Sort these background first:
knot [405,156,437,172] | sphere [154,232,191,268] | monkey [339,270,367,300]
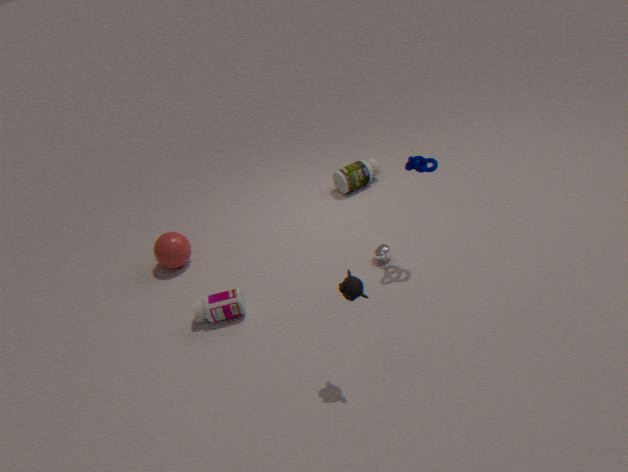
1. sphere [154,232,191,268]
2. knot [405,156,437,172]
3. monkey [339,270,367,300]
